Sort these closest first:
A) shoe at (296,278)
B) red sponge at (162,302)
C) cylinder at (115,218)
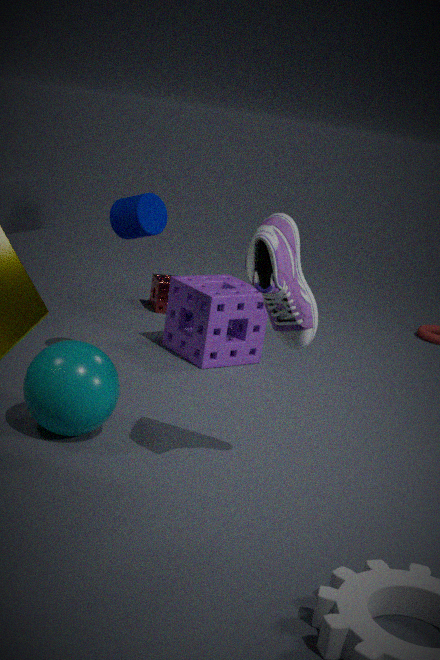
shoe at (296,278)
cylinder at (115,218)
red sponge at (162,302)
